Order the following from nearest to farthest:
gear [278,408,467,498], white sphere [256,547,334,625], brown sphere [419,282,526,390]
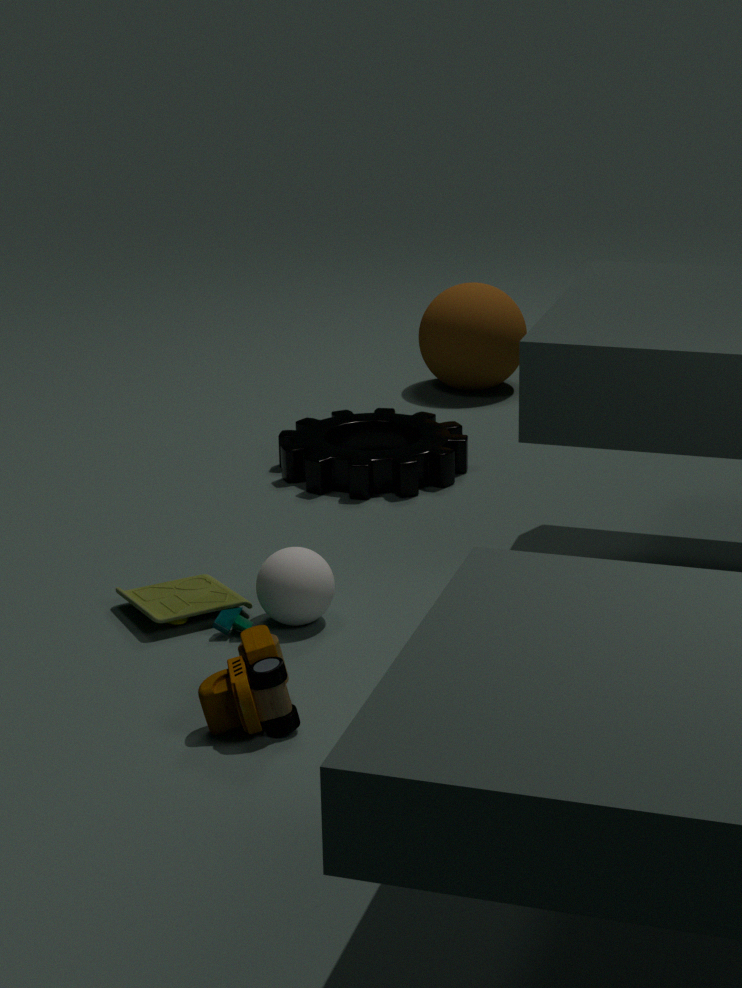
white sphere [256,547,334,625] < gear [278,408,467,498] < brown sphere [419,282,526,390]
